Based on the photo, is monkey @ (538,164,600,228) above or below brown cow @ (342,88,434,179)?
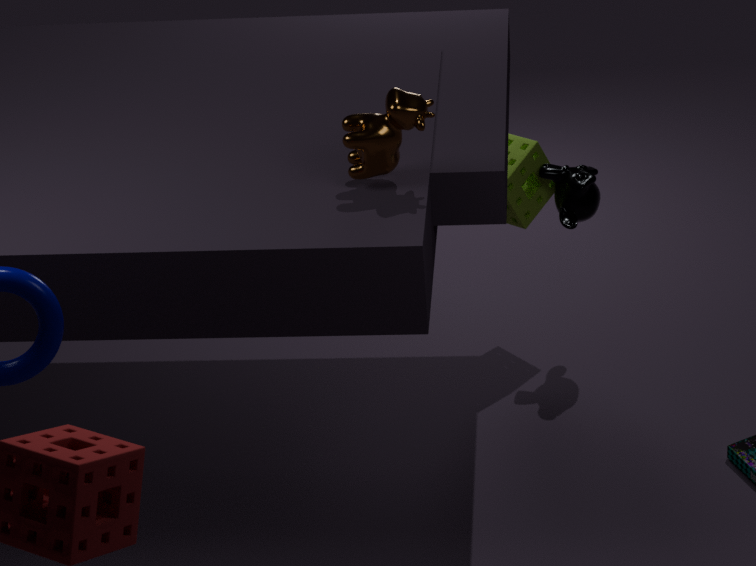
below
